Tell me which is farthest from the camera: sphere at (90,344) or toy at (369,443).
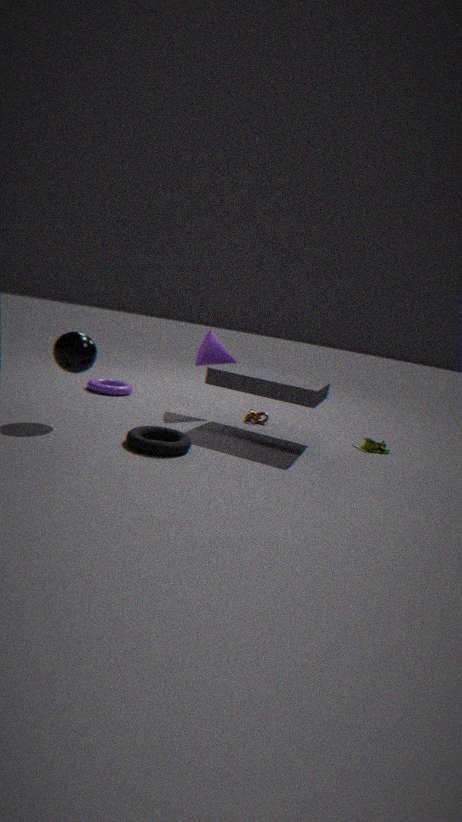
toy at (369,443)
